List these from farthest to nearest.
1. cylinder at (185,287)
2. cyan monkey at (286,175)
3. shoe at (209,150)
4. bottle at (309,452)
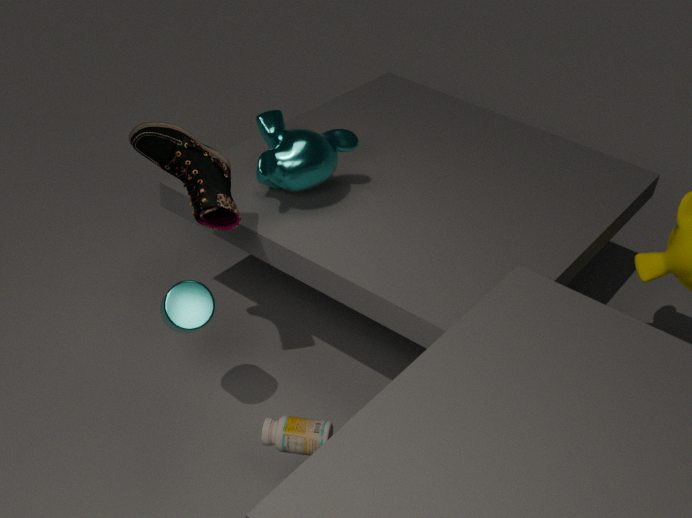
1. cyan monkey at (286,175)
2. cylinder at (185,287)
3. shoe at (209,150)
4. bottle at (309,452)
